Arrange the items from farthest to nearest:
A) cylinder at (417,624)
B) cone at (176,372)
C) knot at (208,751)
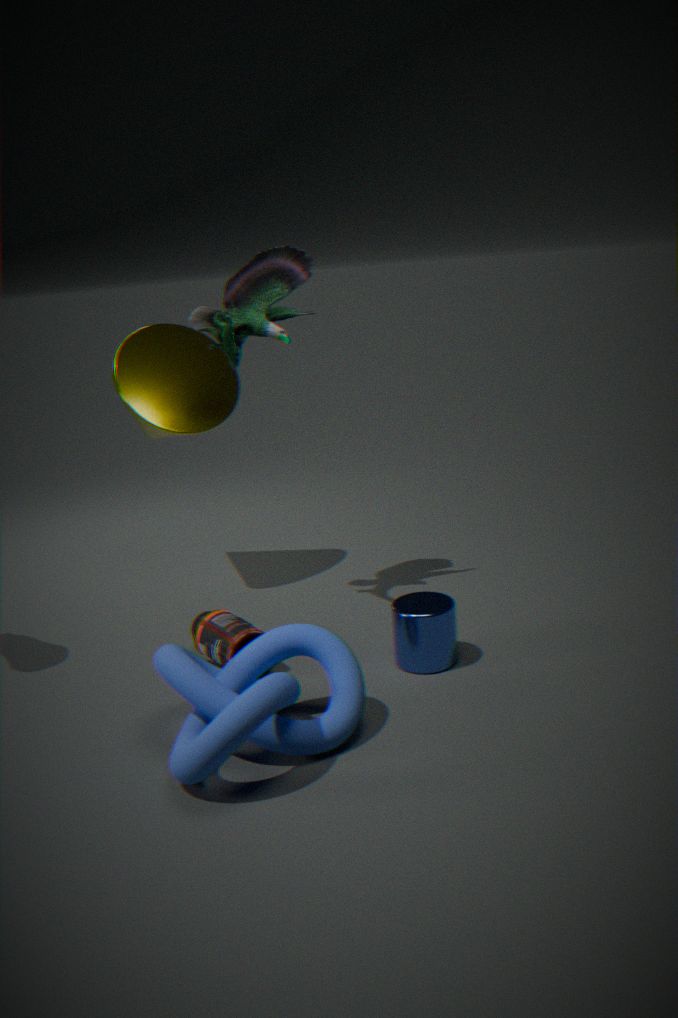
cone at (176,372), cylinder at (417,624), knot at (208,751)
